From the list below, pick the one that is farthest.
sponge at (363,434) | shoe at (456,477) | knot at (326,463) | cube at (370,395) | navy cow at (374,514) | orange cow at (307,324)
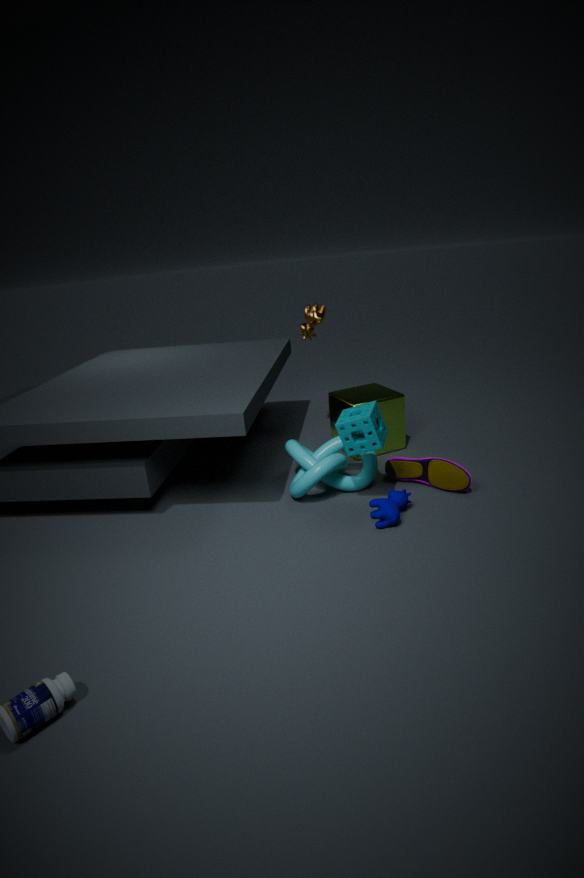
orange cow at (307,324)
